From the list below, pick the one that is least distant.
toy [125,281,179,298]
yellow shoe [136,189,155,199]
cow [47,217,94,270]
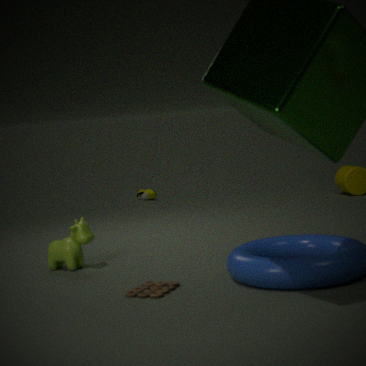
toy [125,281,179,298]
